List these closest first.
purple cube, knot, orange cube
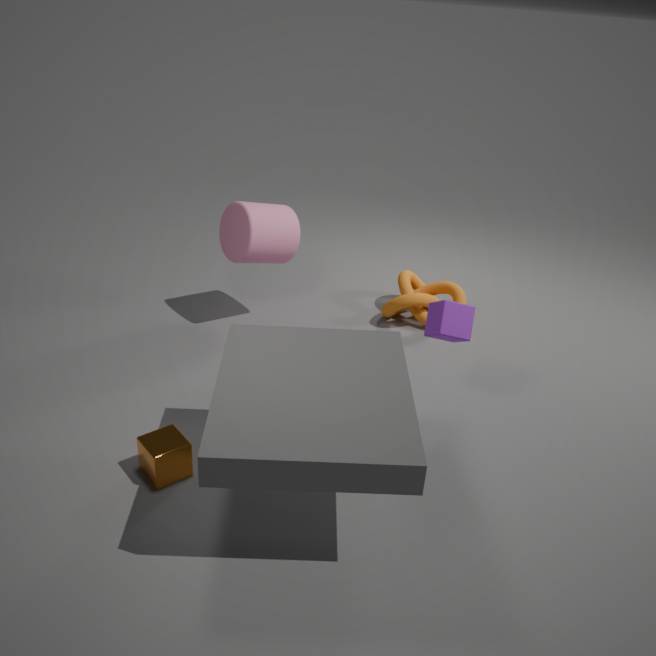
orange cube → purple cube → knot
